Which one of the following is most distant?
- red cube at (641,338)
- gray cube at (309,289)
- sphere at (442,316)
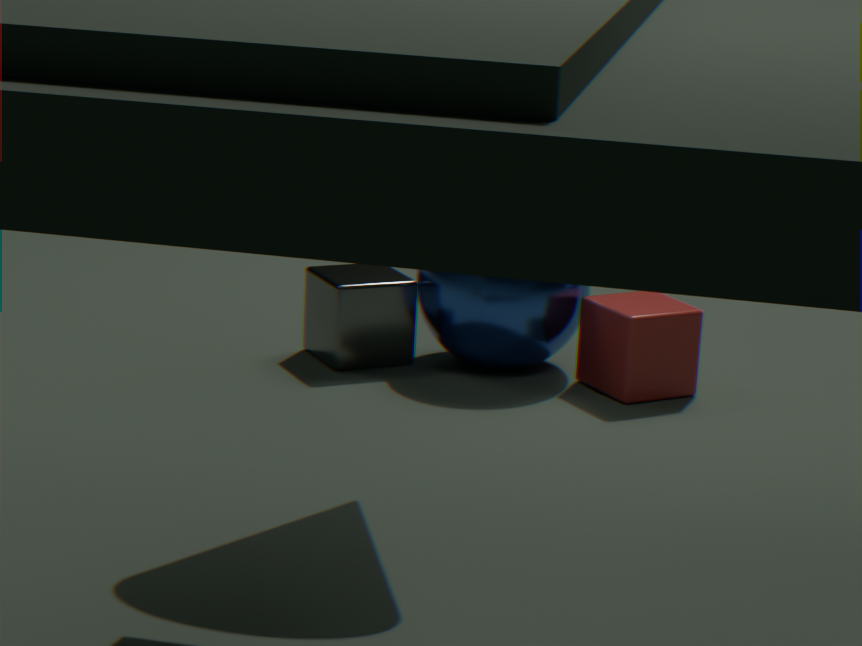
gray cube at (309,289)
